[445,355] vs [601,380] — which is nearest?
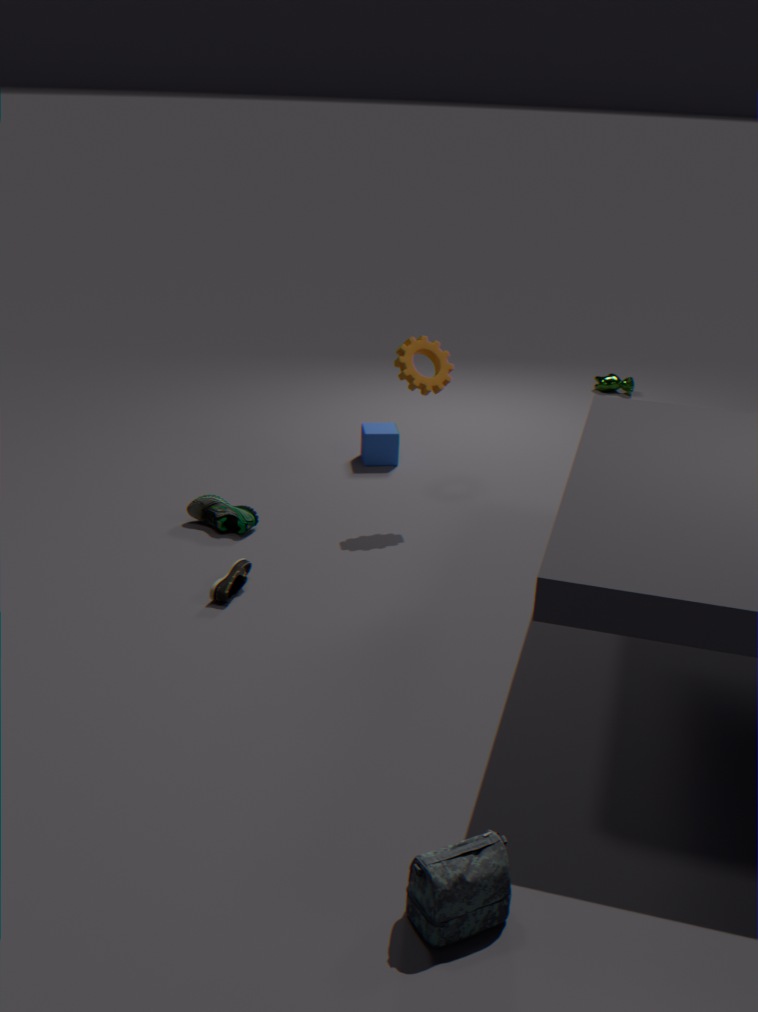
[445,355]
